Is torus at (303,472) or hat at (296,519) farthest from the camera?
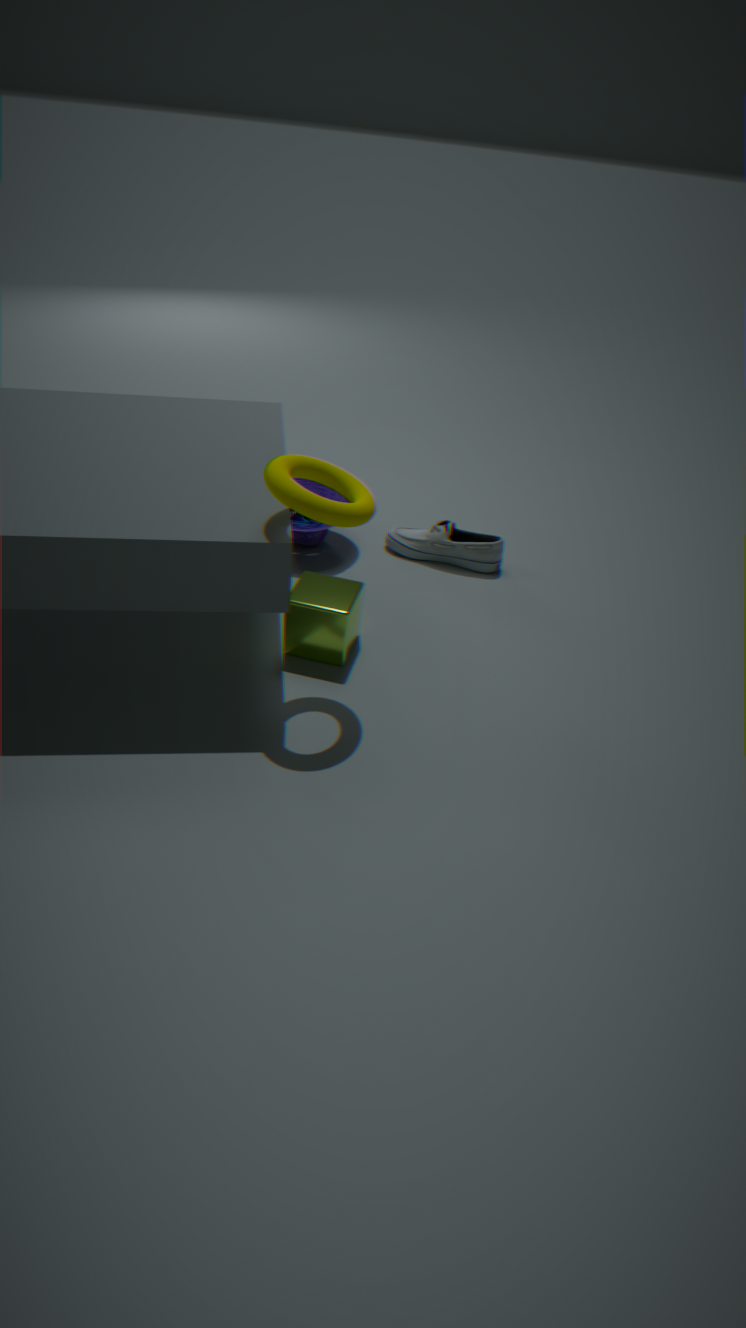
hat at (296,519)
